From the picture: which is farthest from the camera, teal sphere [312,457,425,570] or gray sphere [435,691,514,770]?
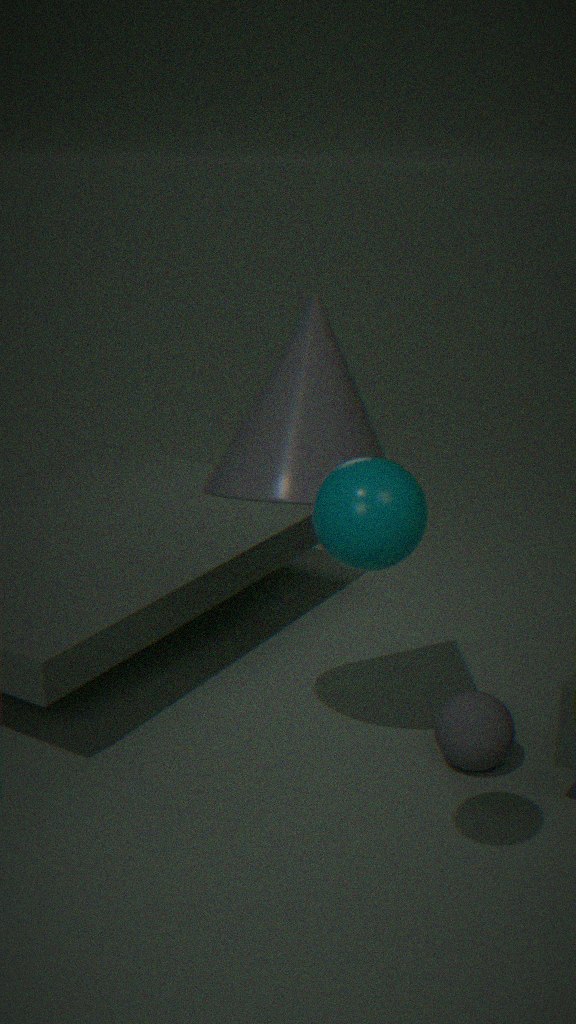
gray sphere [435,691,514,770]
